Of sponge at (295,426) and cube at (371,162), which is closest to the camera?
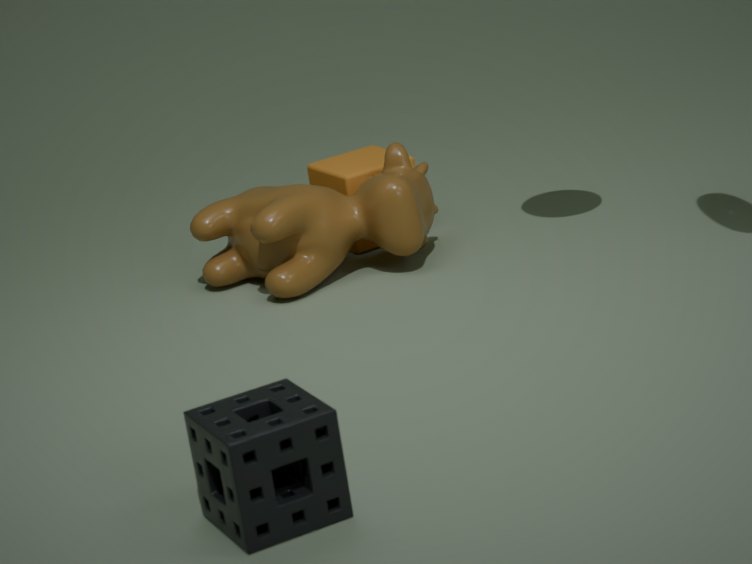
sponge at (295,426)
